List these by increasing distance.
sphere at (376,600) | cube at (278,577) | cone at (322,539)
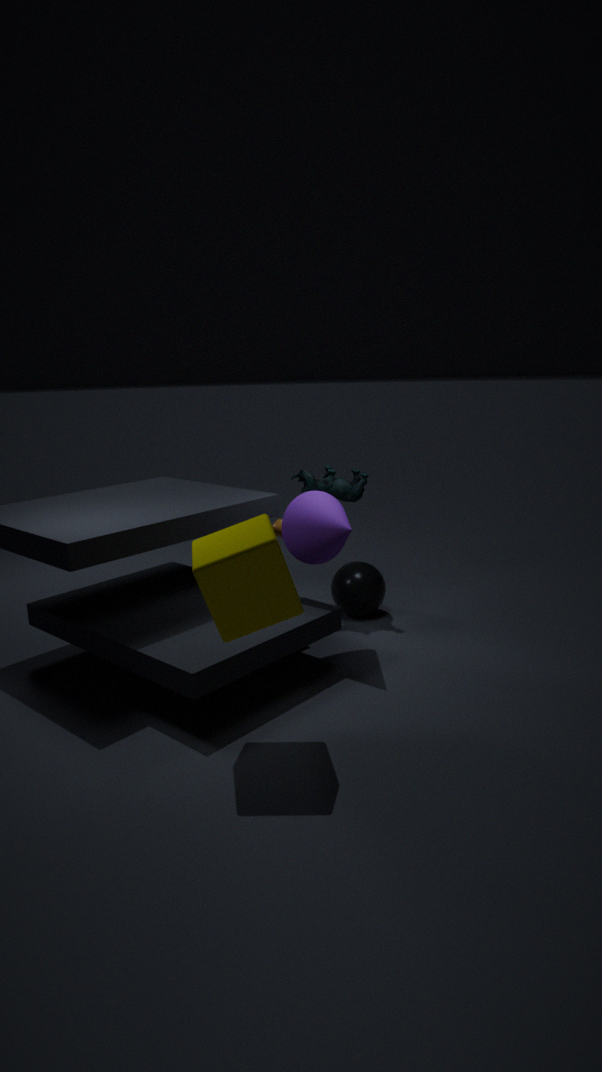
cube at (278,577) → cone at (322,539) → sphere at (376,600)
